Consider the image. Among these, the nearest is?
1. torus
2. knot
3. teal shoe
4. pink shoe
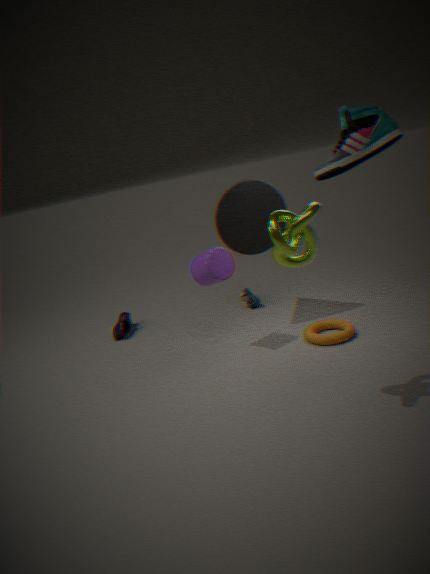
knot
